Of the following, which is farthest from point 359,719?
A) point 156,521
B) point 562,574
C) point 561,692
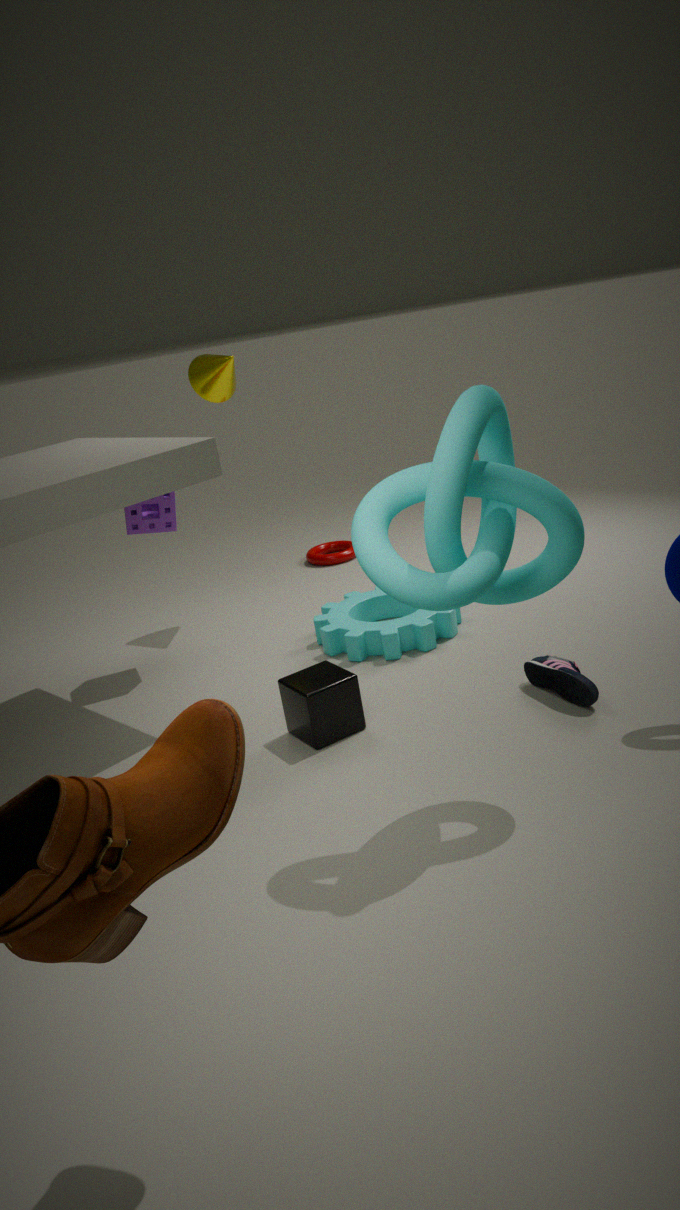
point 156,521
